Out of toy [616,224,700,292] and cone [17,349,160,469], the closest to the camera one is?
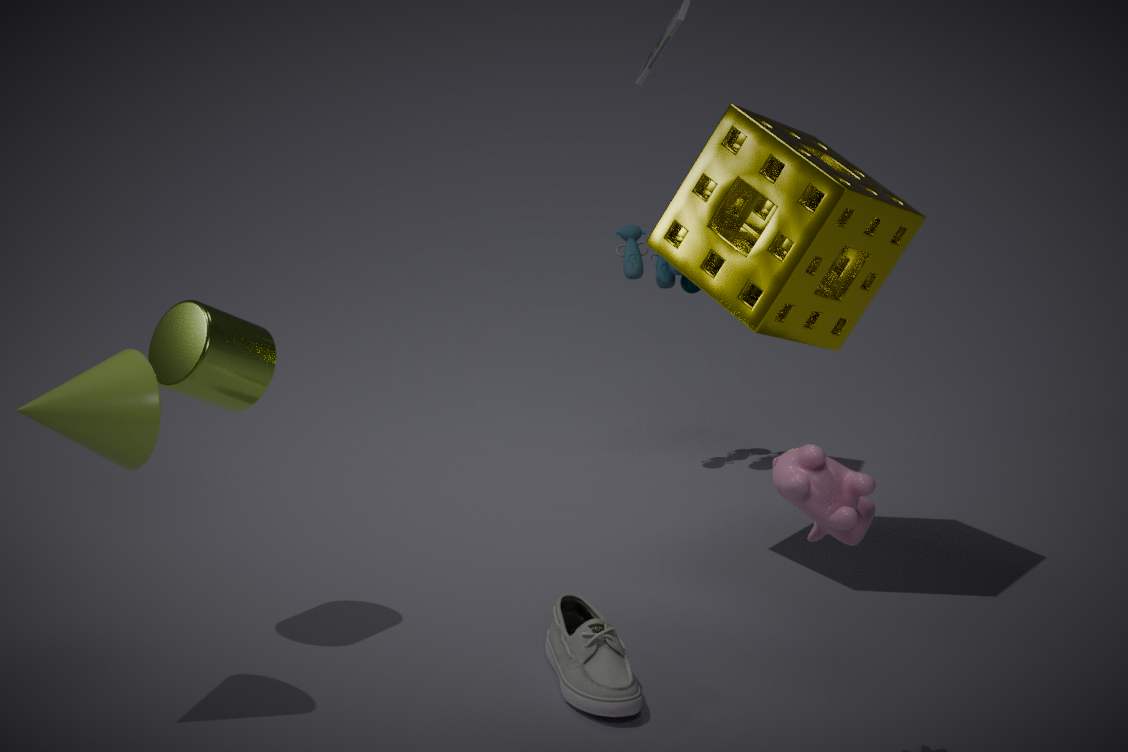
cone [17,349,160,469]
